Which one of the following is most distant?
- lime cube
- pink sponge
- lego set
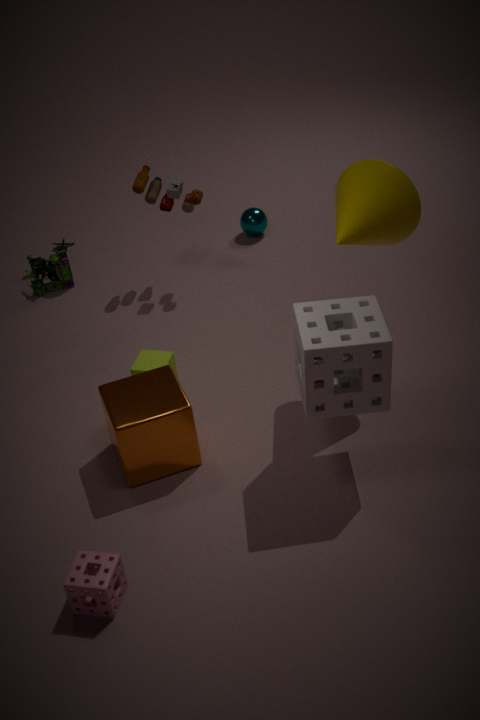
lego set
